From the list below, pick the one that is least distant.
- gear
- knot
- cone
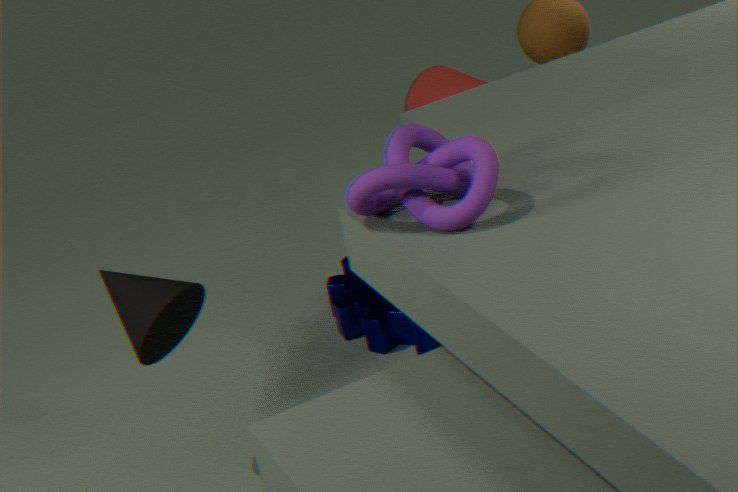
knot
